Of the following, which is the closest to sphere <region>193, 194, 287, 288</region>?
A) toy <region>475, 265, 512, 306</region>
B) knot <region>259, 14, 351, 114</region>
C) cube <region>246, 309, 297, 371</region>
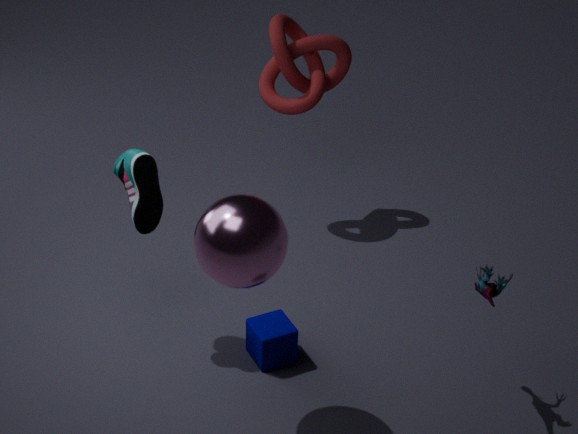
cube <region>246, 309, 297, 371</region>
